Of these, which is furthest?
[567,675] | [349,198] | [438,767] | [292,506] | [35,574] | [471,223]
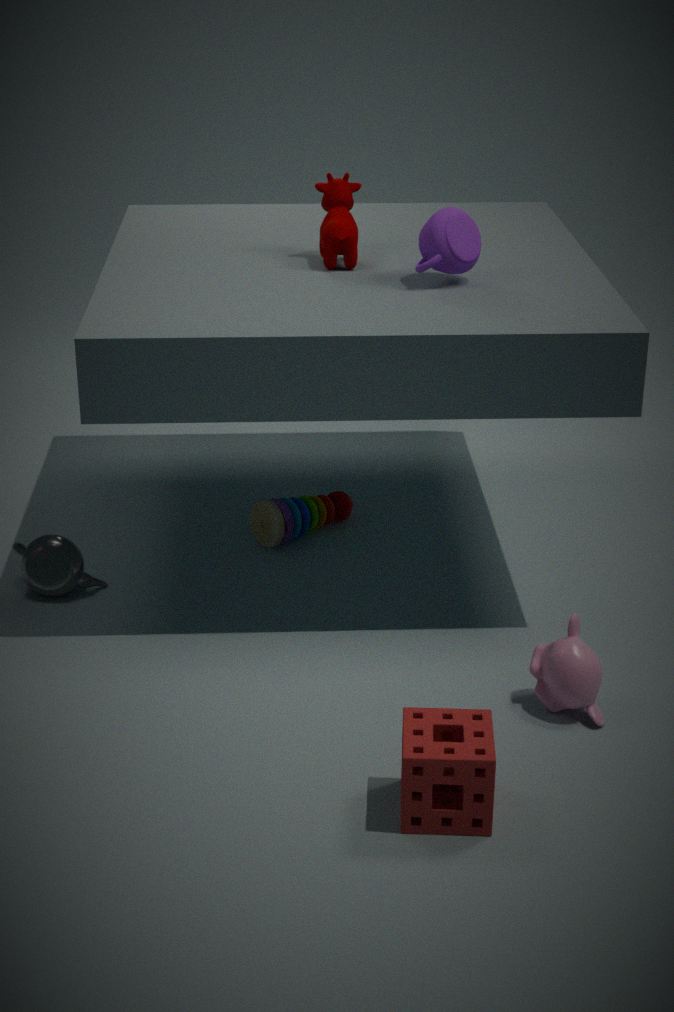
[292,506]
